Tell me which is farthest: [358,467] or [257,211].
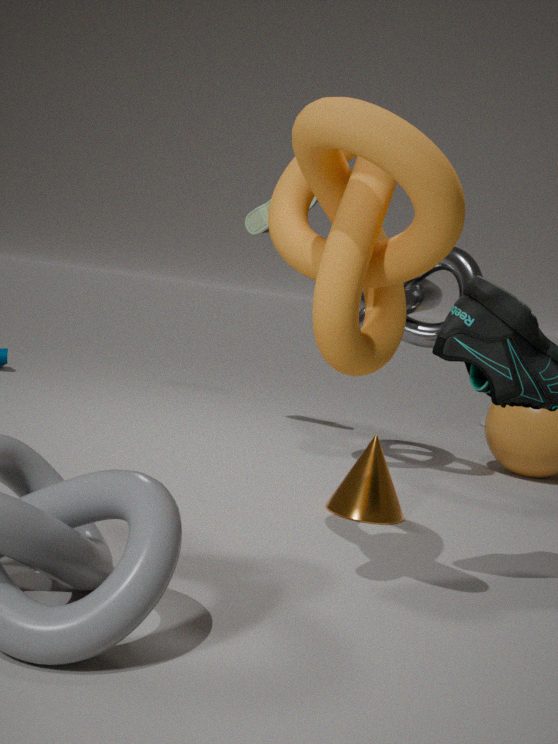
[257,211]
